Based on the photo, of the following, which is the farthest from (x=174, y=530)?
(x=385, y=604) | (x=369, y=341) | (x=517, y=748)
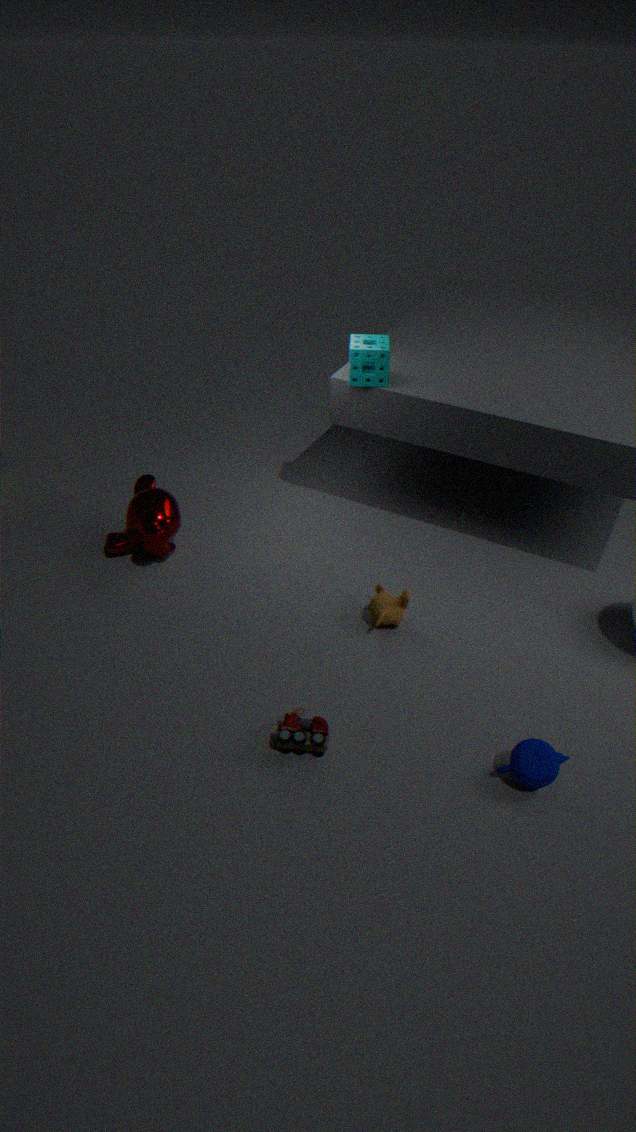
(x=517, y=748)
